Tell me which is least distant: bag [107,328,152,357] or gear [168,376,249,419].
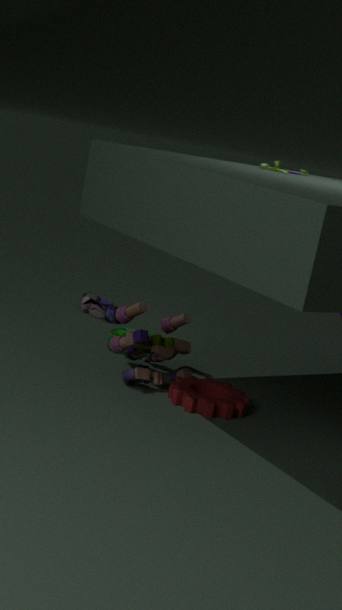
gear [168,376,249,419]
